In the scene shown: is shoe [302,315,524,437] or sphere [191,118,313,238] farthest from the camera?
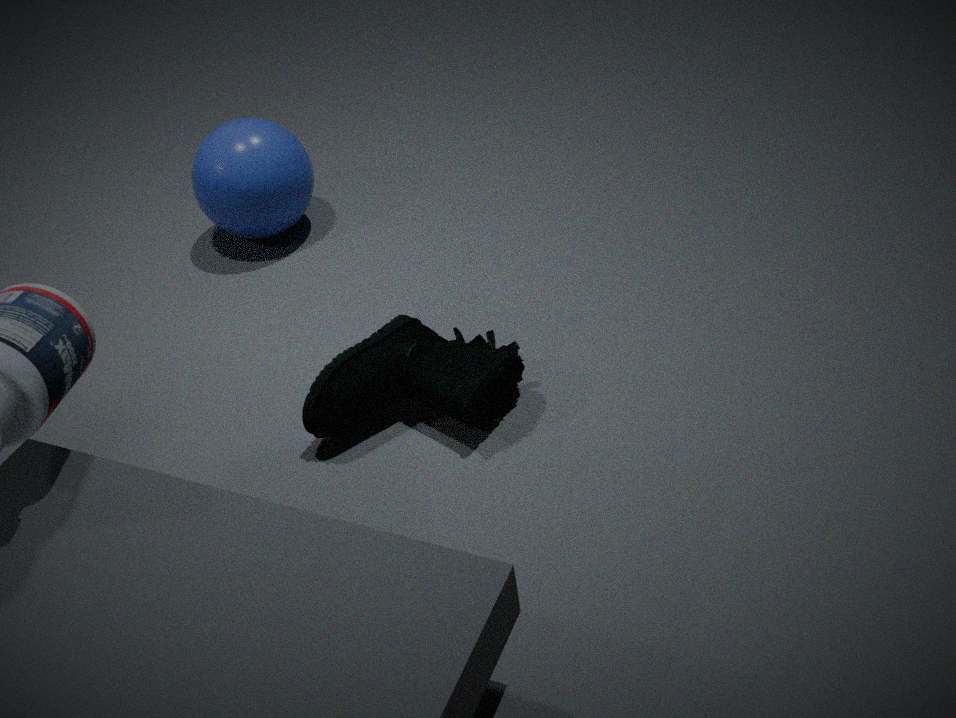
sphere [191,118,313,238]
